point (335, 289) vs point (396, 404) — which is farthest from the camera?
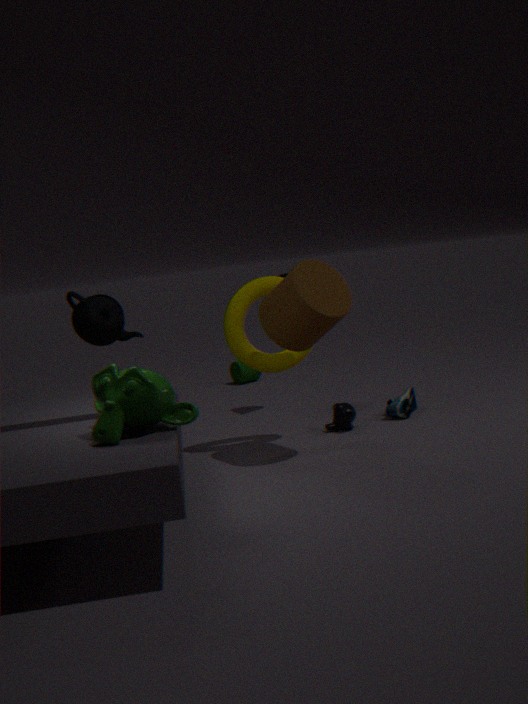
point (396, 404)
